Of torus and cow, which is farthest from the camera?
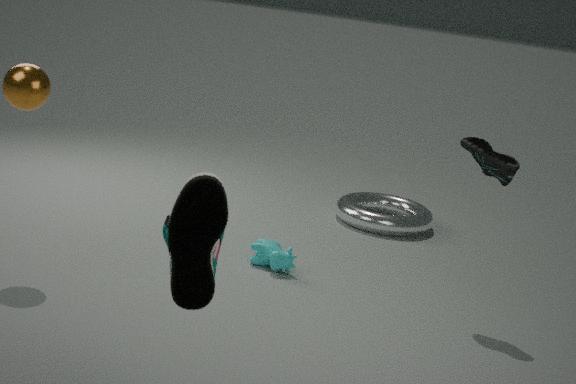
torus
